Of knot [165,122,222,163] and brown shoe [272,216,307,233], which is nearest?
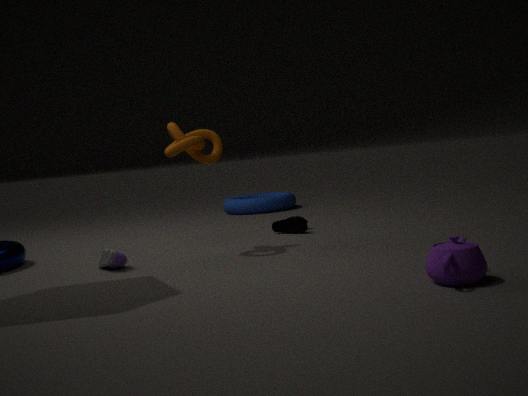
knot [165,122,222,163]
